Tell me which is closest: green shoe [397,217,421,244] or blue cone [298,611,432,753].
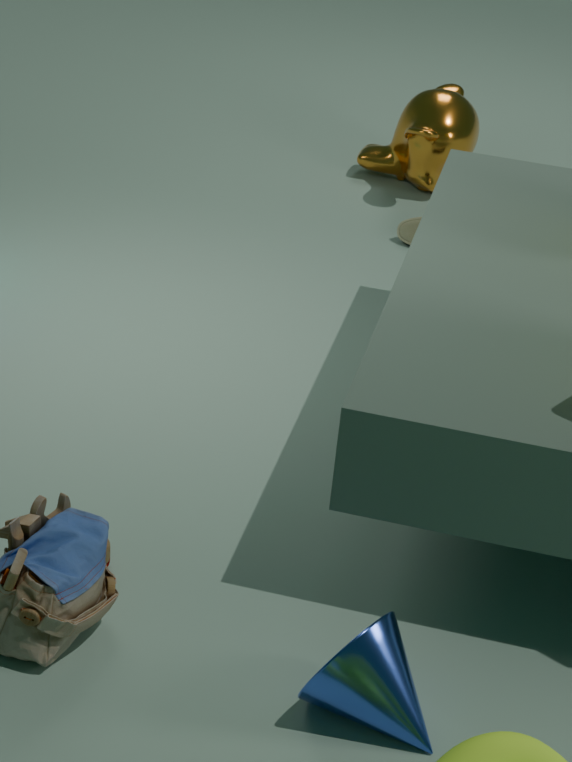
blue cone [298,611,432,753]
